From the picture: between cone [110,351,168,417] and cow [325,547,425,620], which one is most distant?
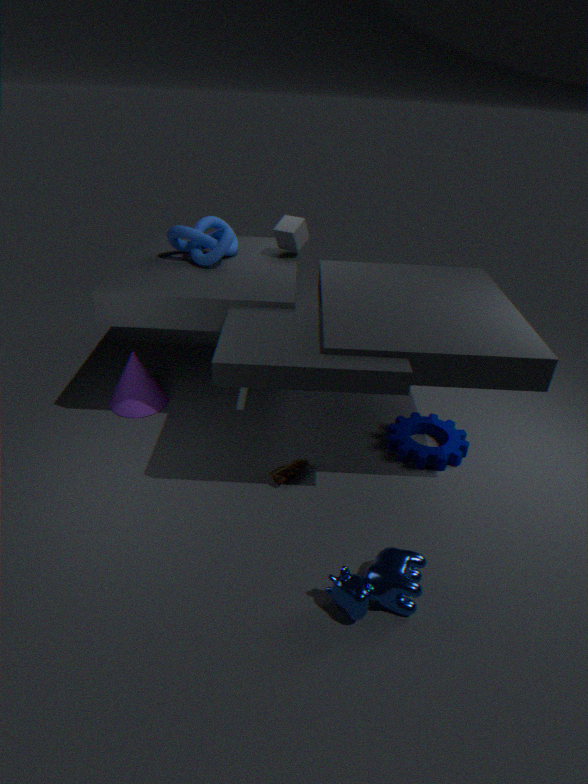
cone [110,351,168,417]
